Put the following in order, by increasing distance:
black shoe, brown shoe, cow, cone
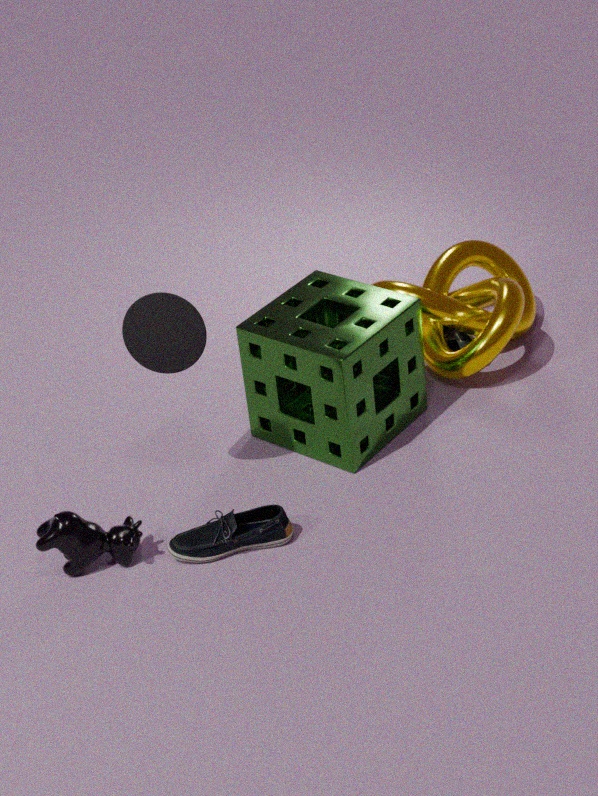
cow, cone, black shoe, brown shoe
